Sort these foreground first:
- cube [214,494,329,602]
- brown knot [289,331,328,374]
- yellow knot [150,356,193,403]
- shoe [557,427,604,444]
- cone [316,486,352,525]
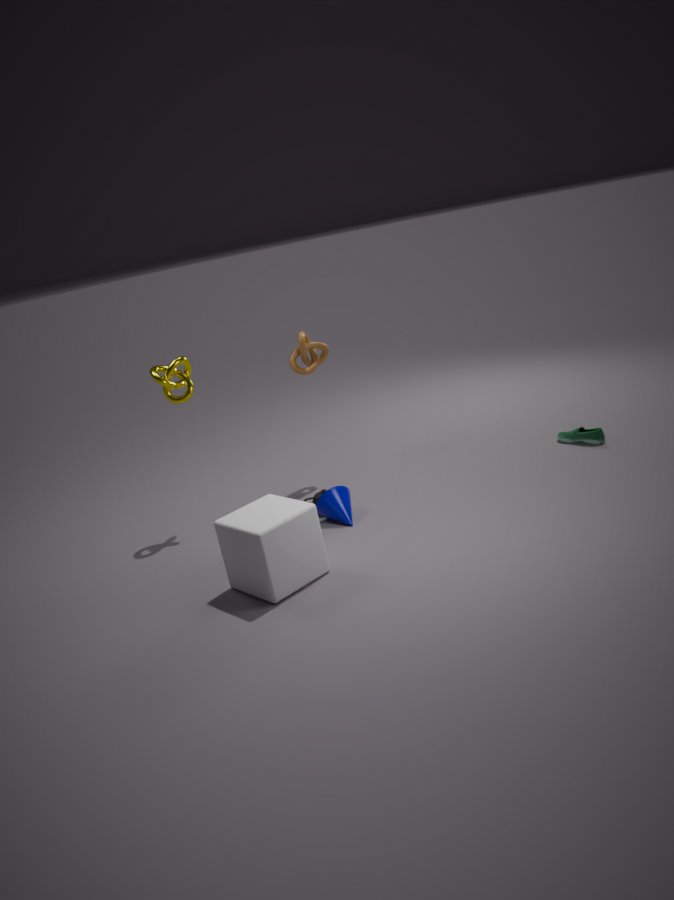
cube [214,494,329,602] → cone [316,486,352,525] → yellow knot [150,356,193,403] → shoe [557,427,604,444] → brown knot [289,331,328,374]
